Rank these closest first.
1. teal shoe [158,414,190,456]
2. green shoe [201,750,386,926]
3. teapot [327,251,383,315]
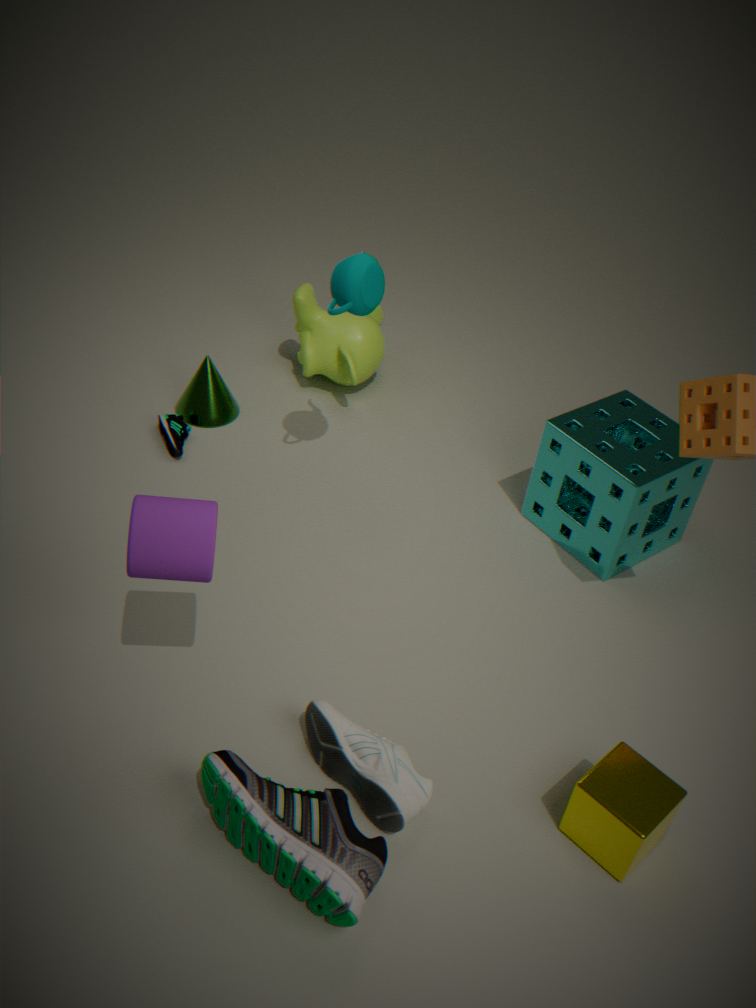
1. green shoe [201,750,386,926]
2. teapot [327,251,383,315]
3. teal shoe [158,414,190,456]
